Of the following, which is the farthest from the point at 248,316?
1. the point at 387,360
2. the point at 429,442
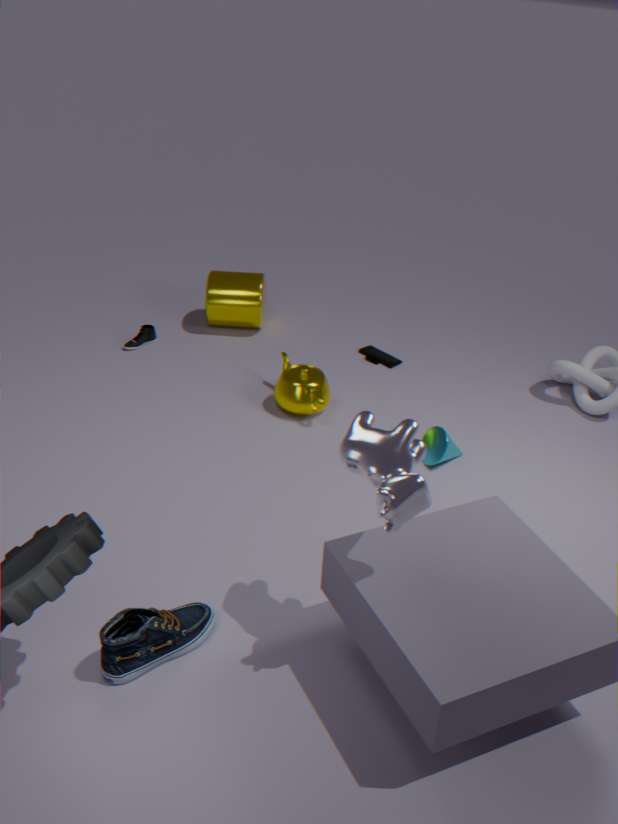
the point at 429,442
